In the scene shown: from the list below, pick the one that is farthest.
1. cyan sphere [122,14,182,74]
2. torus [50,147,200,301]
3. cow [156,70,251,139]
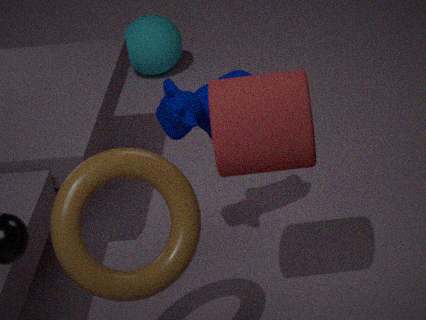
cyan sphere [122,14,182,74]
